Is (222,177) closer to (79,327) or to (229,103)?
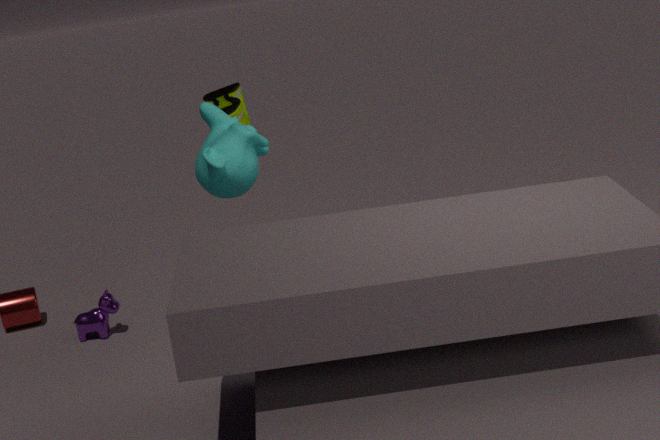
(229,103)
